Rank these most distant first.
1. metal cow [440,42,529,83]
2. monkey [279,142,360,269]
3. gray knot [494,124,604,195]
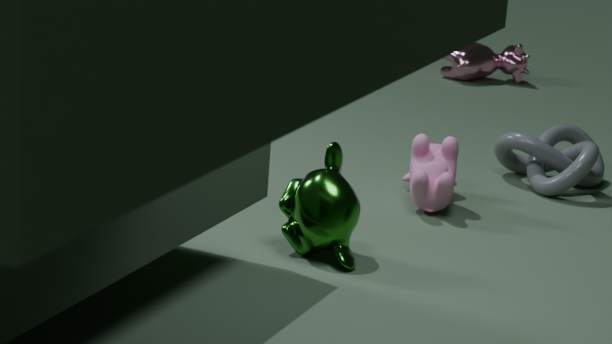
metal cow [440,42,529,83] < gray knot [494,124,604,195] < monkey [279,142,360,269]
